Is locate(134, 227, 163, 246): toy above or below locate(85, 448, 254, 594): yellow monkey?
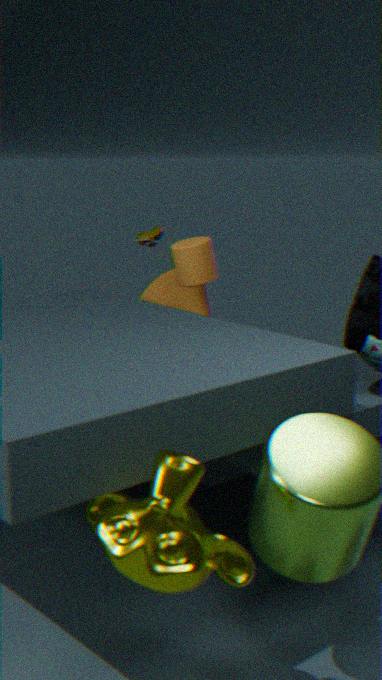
above
